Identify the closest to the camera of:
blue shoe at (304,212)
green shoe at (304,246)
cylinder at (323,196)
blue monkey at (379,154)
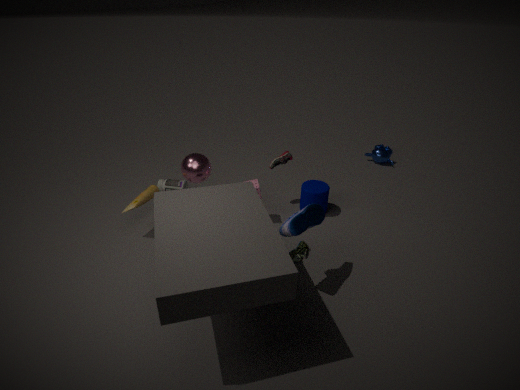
blue shoe at (304,212)
